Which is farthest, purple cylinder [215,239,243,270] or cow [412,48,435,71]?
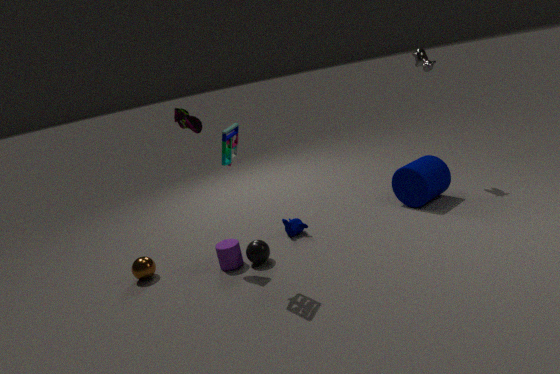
cow [412,48,435,71]
